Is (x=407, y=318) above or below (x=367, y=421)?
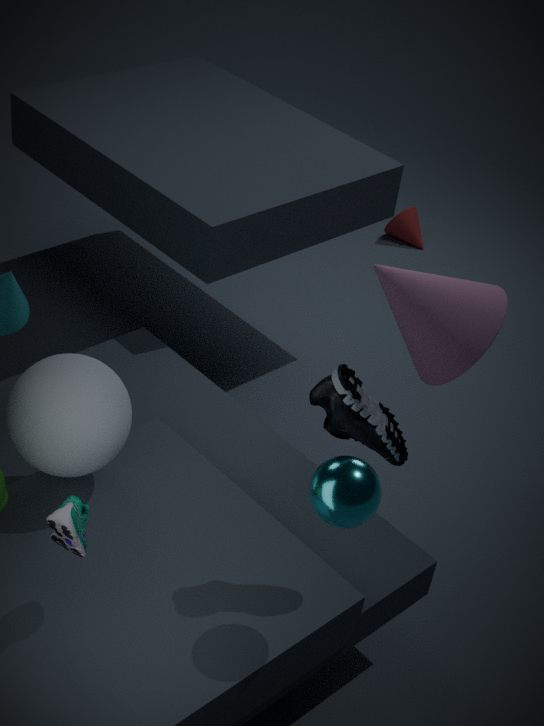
below
